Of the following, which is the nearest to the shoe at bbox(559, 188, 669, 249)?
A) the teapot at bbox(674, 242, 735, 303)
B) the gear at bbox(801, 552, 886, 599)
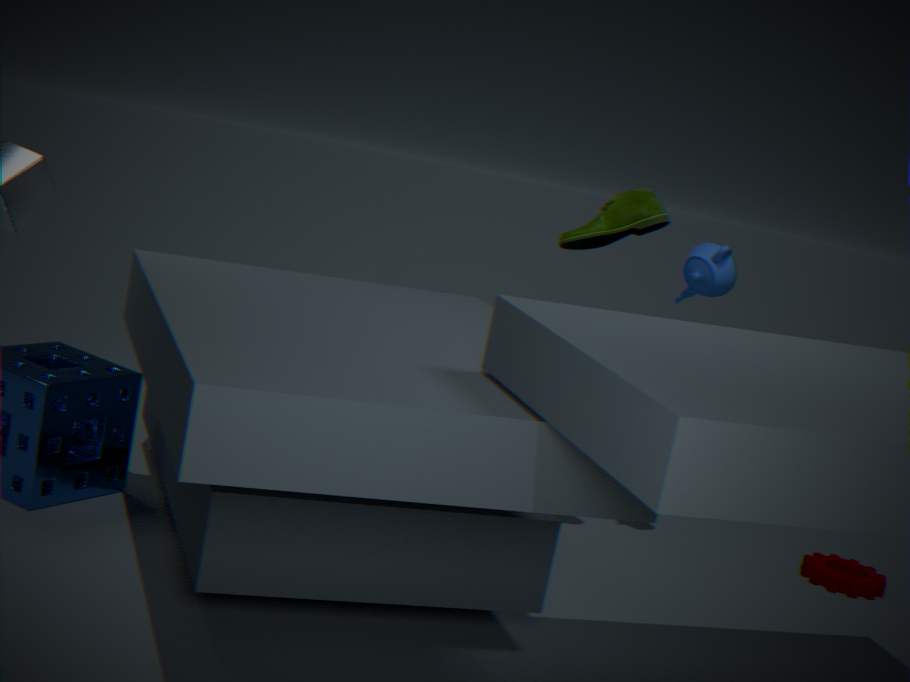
the teapot at bbox(674, 242, 735, 303)
